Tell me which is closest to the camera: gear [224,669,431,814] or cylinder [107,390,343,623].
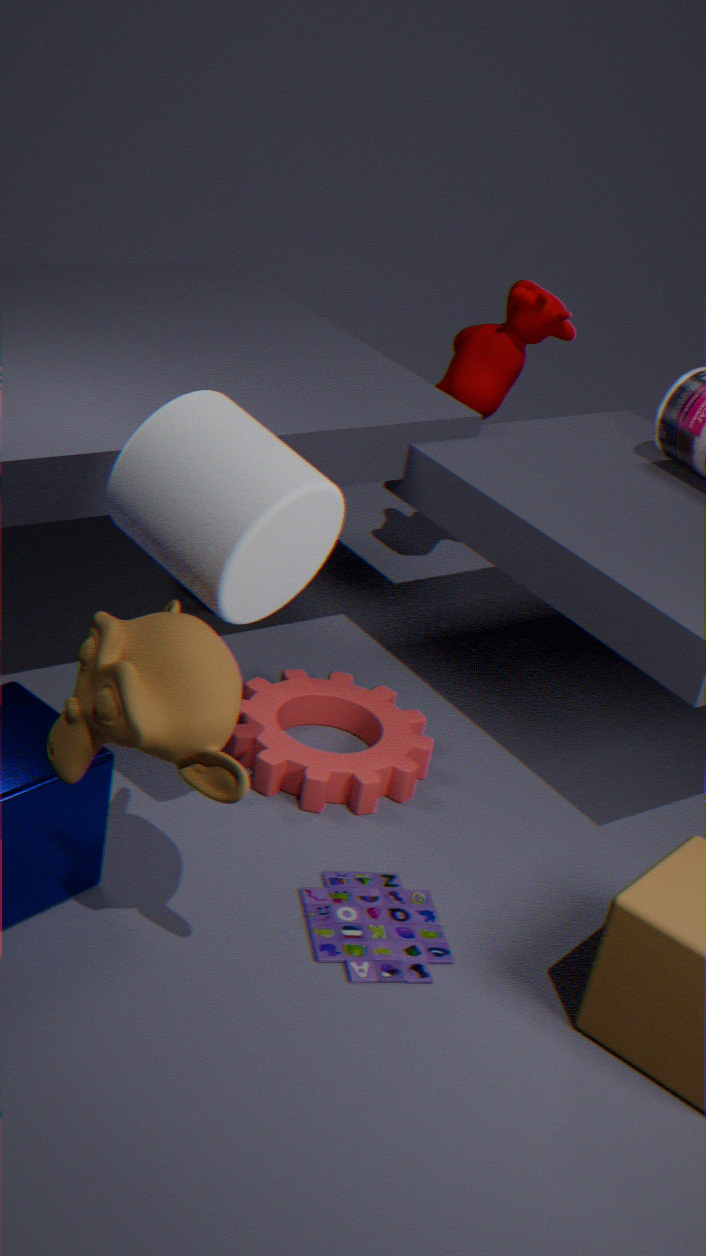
cylinder [107,390,343,623]
